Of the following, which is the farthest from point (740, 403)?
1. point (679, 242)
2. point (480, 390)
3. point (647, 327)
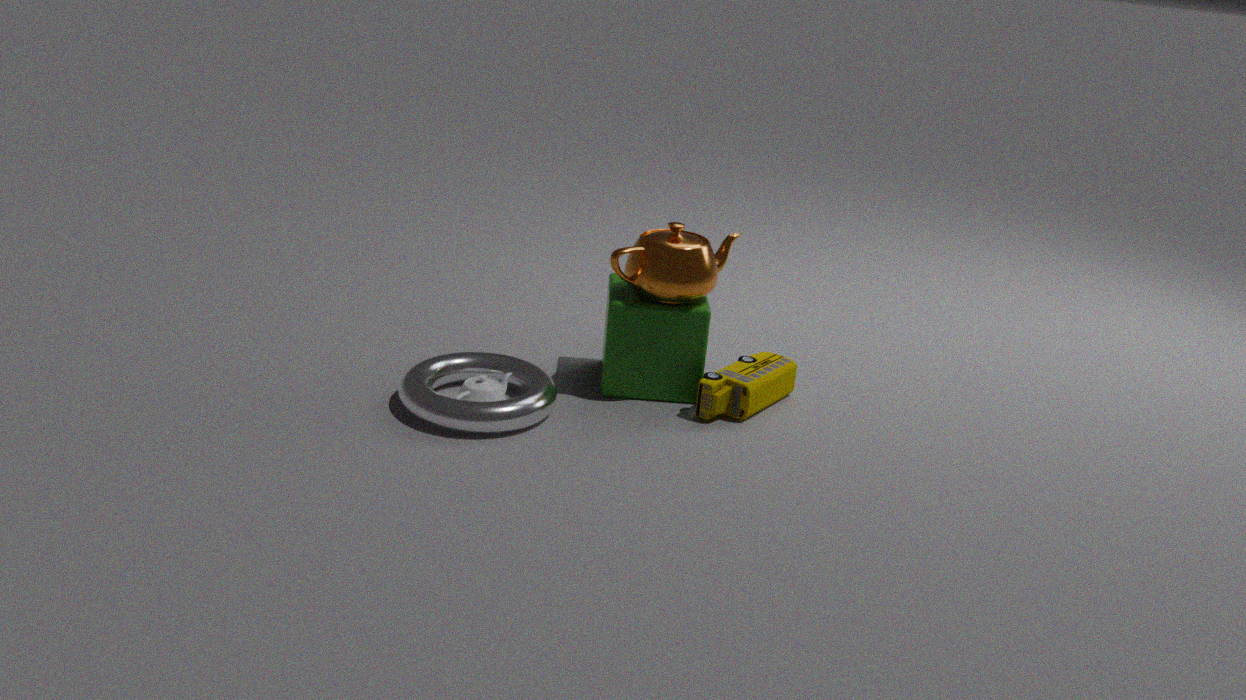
point (480, 390)
